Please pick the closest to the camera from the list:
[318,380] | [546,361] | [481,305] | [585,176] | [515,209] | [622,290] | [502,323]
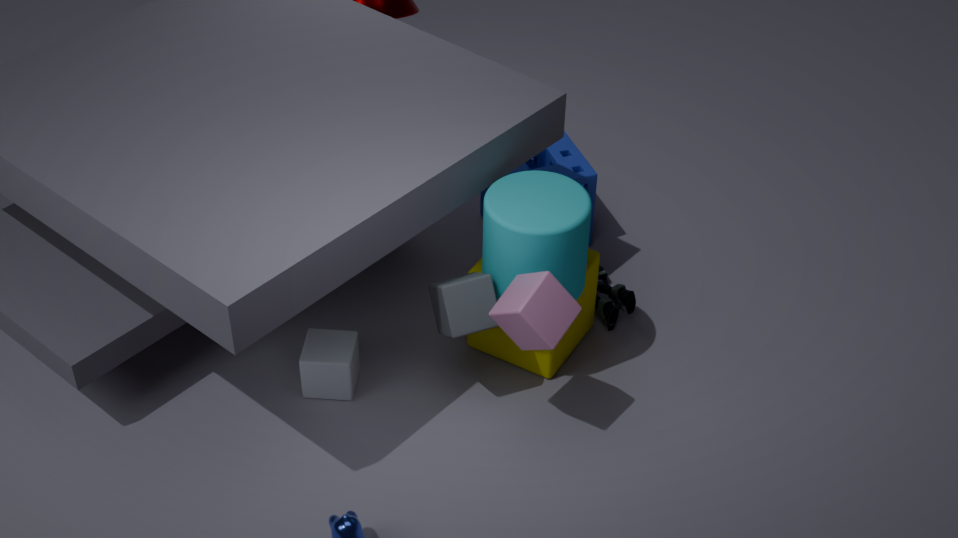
[502,323]
